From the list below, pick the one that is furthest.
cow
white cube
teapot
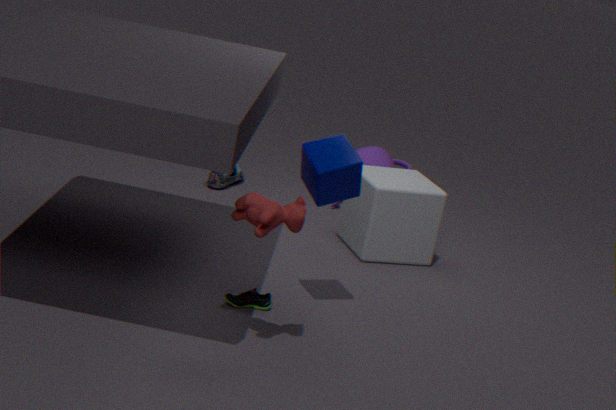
teapot
